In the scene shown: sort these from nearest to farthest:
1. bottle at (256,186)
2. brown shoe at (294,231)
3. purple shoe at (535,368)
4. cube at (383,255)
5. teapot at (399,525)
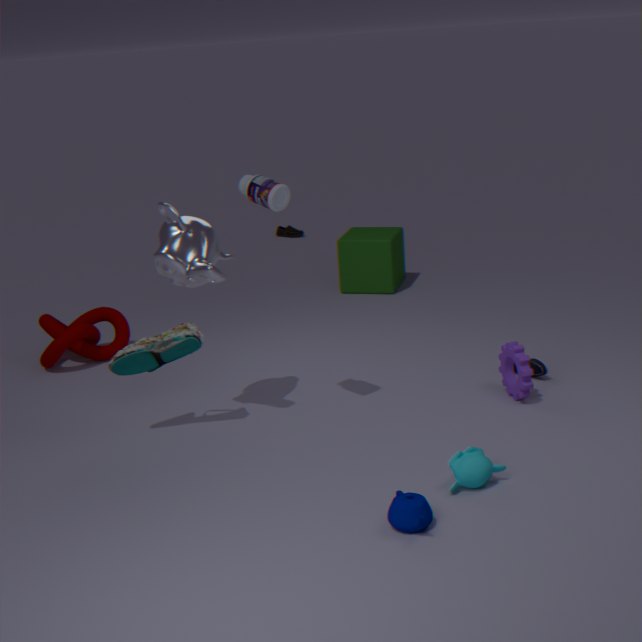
teapot at (399,525), bottle at (256,186), purple shoe at (535,368), cube at (383,255), brown shoe at (294,231)
